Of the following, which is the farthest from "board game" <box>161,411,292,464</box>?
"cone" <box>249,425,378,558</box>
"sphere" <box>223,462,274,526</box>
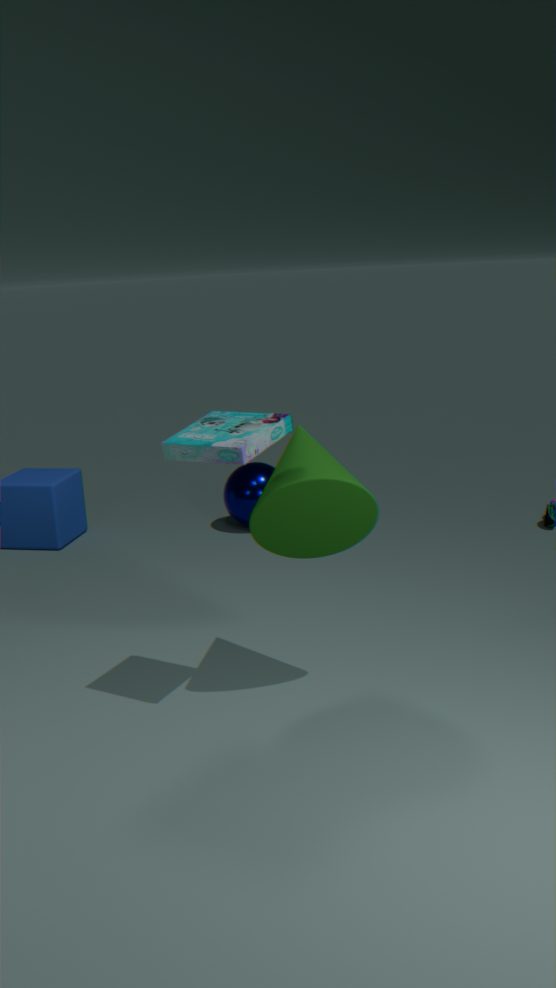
"sphere" <box>223,462,274,526</box>
